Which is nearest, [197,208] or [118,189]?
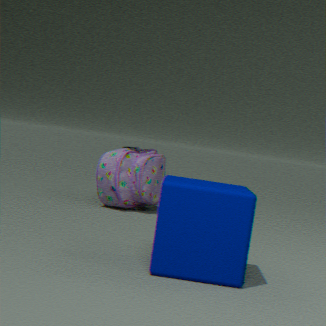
[197,208]
